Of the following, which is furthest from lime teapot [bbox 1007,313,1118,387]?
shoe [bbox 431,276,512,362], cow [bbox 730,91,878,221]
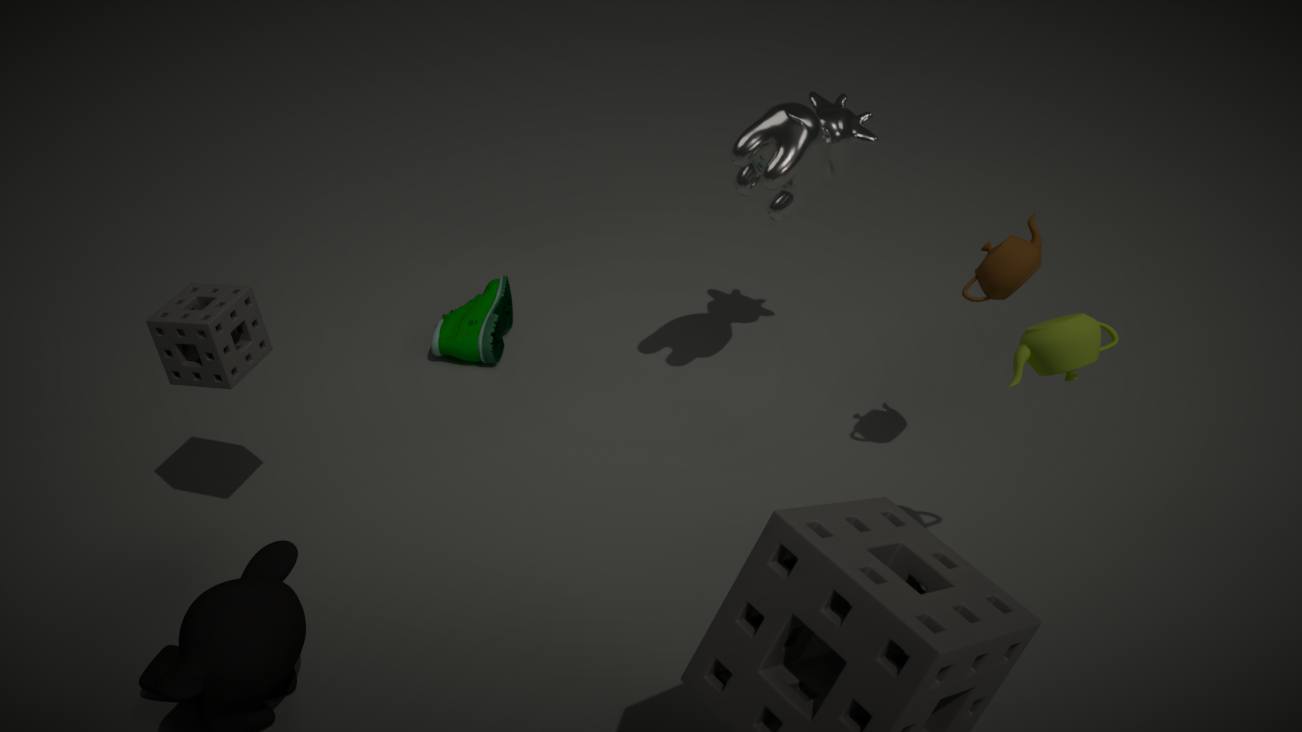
shoe [bbox 431,276,512,362]
